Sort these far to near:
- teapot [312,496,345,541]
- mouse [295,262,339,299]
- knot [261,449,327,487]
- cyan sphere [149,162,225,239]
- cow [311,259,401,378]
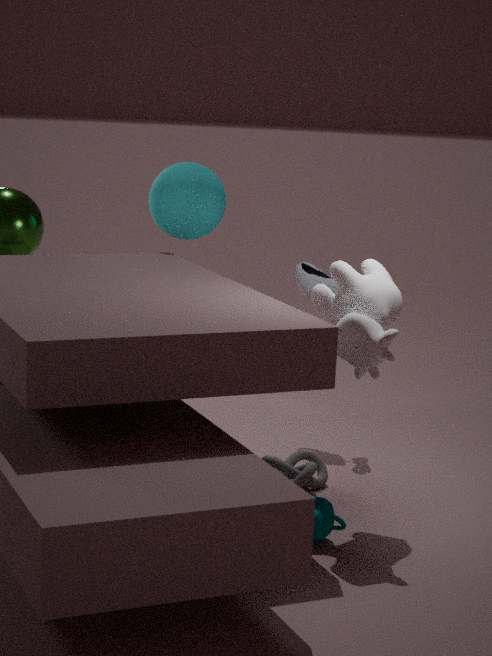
cyan sphere [149,162,225,239]
mouse [295,262,339,299]
knot [261,449,327,487]
cow [311,259,401,378]
teapot [312,496,345,541]
